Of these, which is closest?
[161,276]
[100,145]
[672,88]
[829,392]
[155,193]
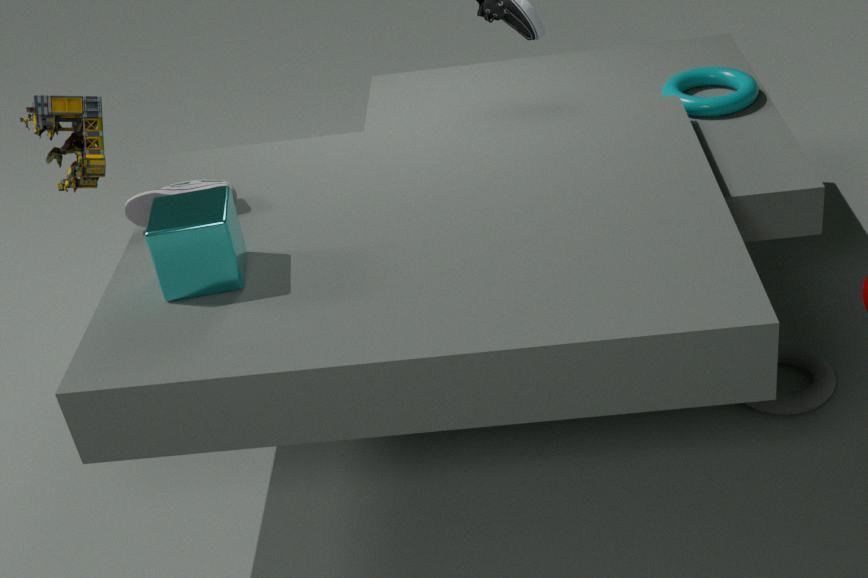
[161,276]
